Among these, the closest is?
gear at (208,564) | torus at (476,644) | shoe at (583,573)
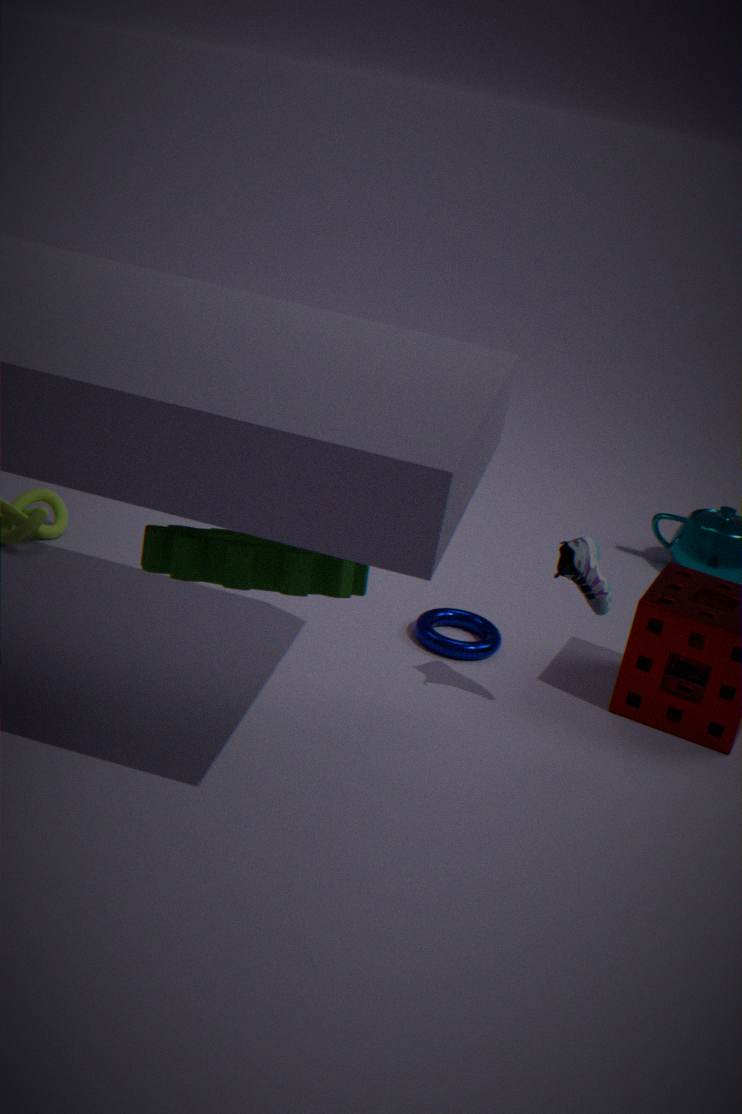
gear at (208,564)
